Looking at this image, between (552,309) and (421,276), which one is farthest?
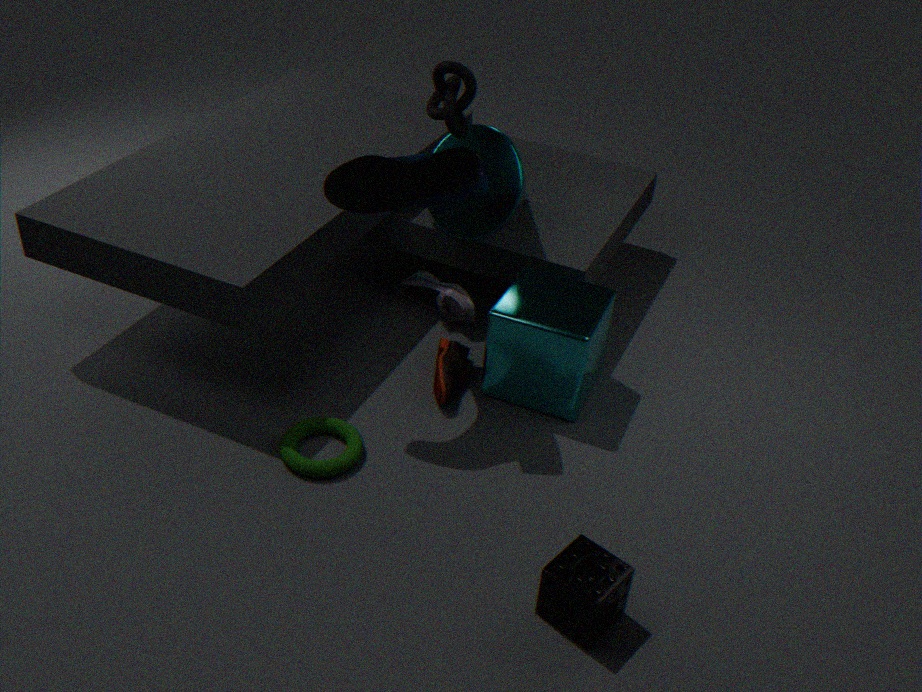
(421,276)
